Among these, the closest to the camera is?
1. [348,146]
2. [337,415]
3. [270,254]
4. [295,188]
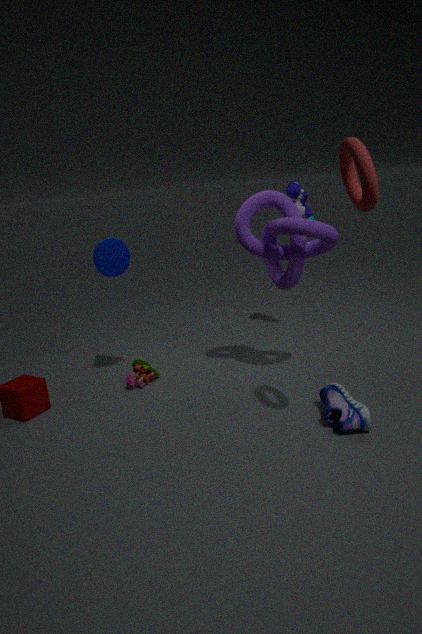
[348,146]
